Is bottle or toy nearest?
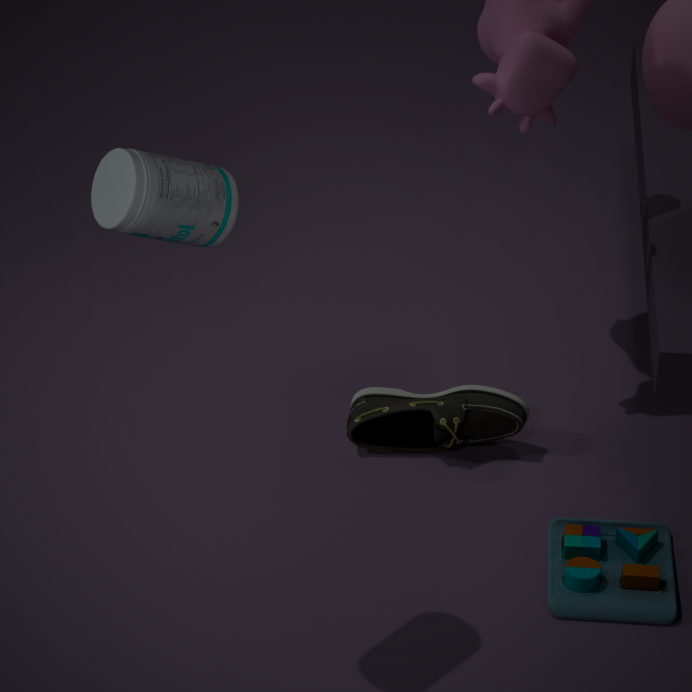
bottle
